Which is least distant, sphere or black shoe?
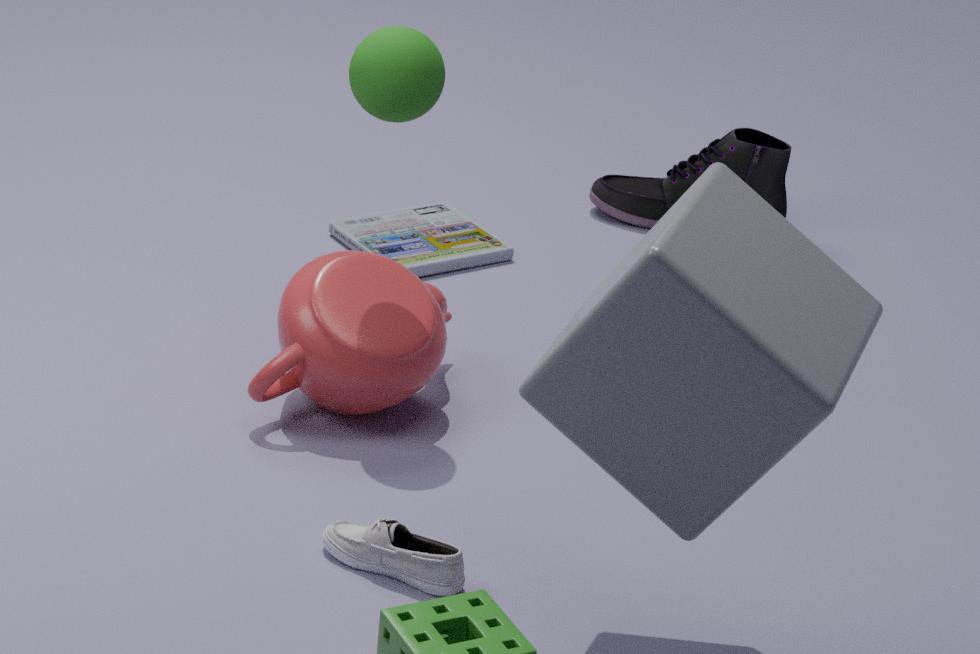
sphere
